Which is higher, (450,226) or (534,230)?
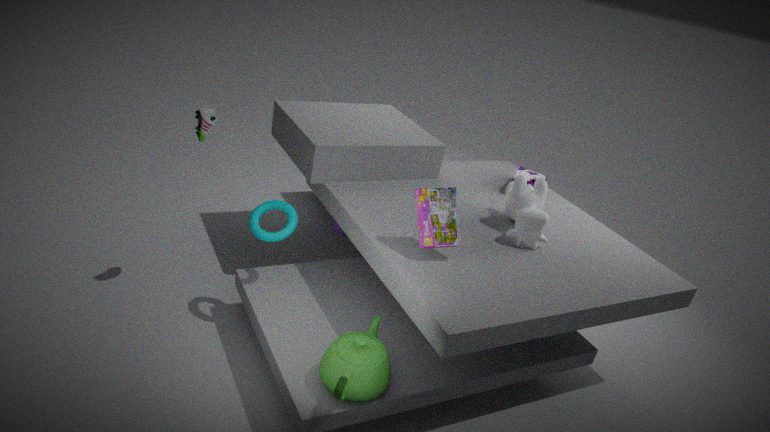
(450,226)
